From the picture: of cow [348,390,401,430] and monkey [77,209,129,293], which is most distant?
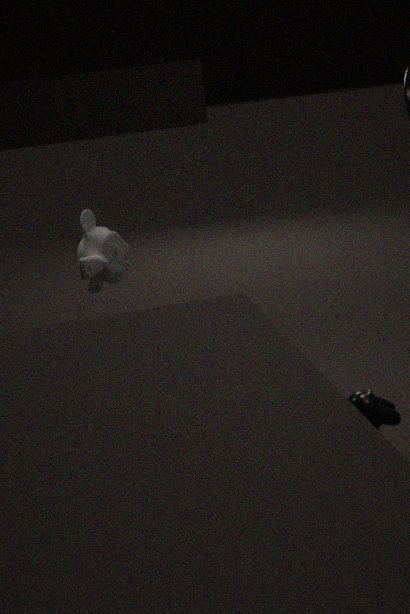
monkey [77,209,129,293]
